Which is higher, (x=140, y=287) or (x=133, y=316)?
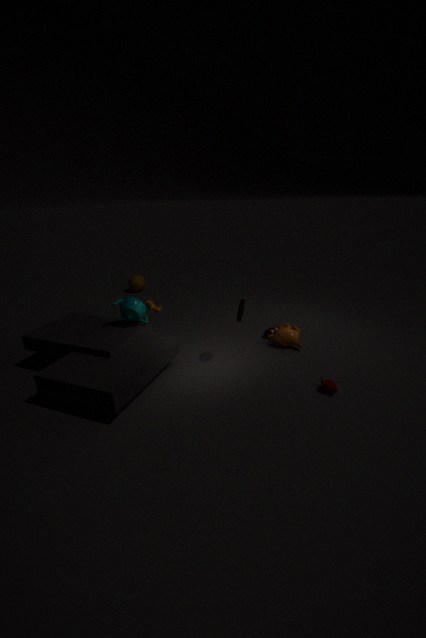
(x=133, y=316)
